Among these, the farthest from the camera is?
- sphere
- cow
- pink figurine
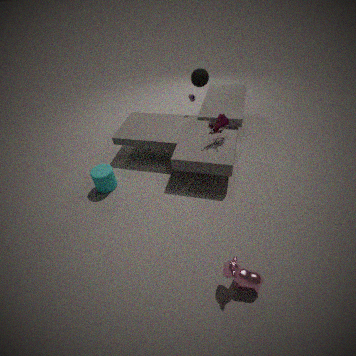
sphere
